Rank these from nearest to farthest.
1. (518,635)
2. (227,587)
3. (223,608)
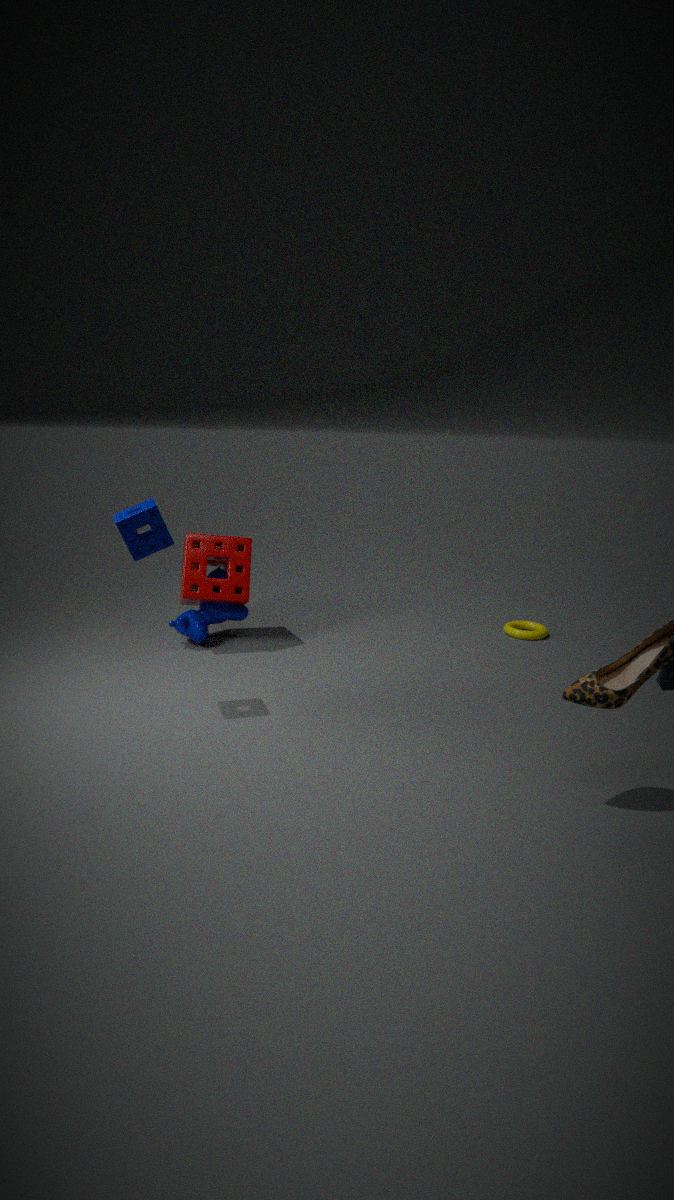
(227,587), (223,608), (518,635)
